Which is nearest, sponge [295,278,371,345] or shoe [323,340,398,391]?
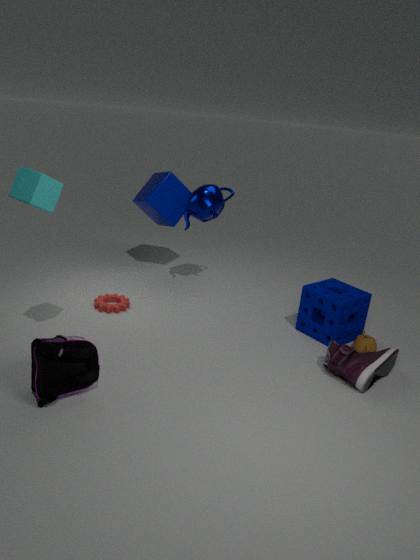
shoe [323,340,398,391]
